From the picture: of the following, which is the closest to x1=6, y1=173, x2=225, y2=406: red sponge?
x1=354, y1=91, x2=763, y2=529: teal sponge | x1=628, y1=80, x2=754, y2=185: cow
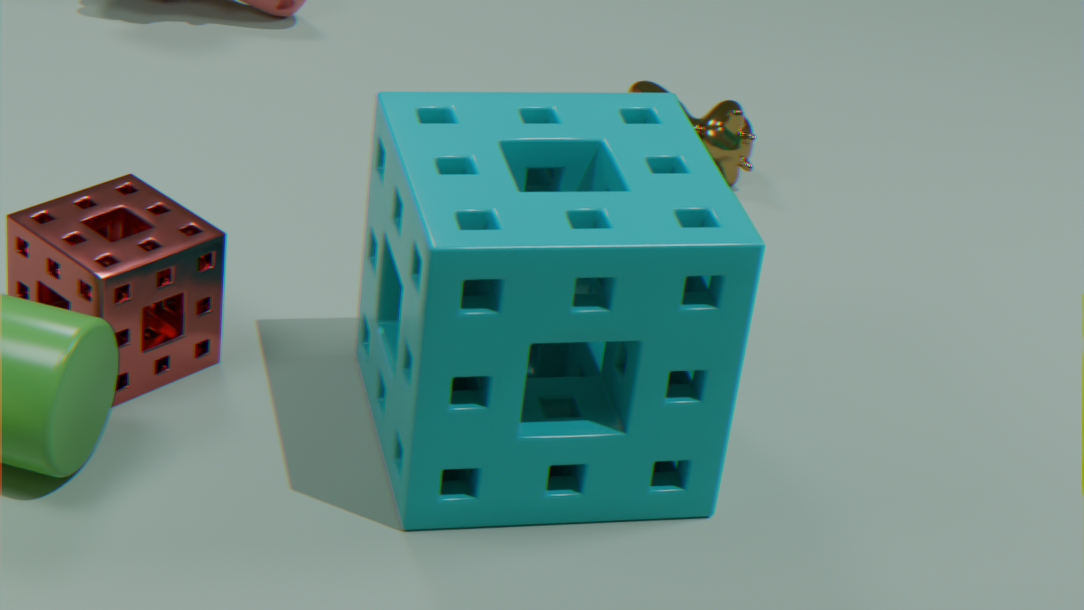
x1=354, y1=91, x2=763, y2=529: teal sponge
